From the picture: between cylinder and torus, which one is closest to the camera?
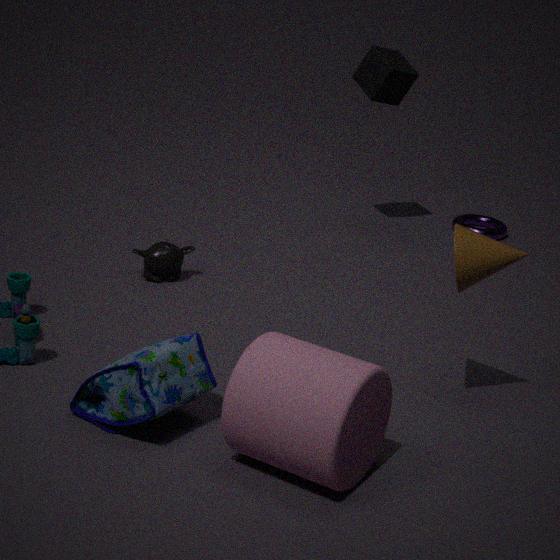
cylinder
